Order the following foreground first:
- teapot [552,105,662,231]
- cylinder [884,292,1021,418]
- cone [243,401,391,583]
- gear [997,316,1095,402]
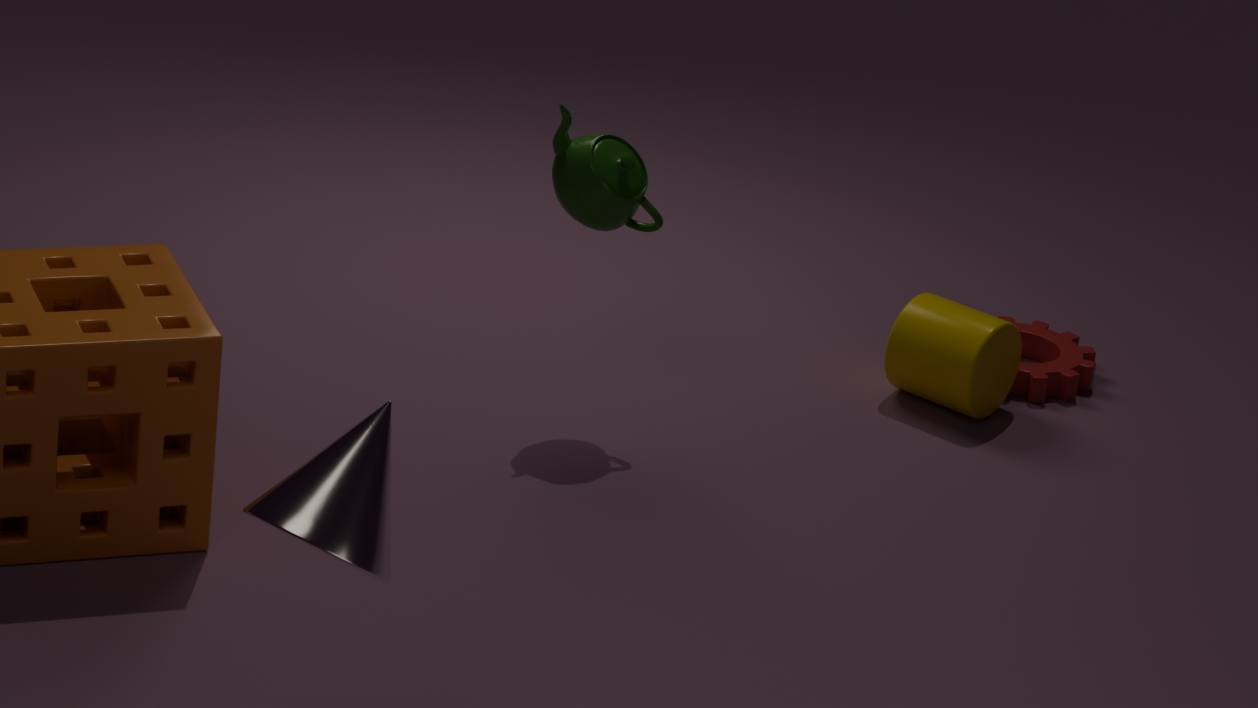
cone [243,401,391,583], teapot [552,105,662,231], cylinder [884,292,1021,418], gear [997,316,1095,402]
